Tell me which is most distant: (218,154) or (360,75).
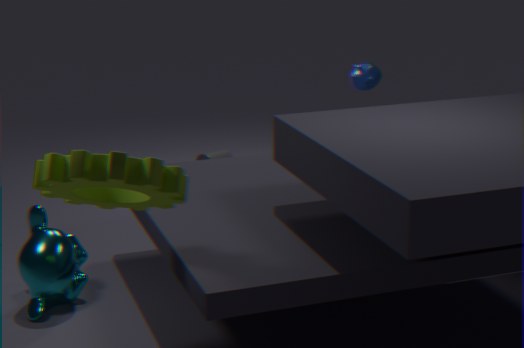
(218,154)
